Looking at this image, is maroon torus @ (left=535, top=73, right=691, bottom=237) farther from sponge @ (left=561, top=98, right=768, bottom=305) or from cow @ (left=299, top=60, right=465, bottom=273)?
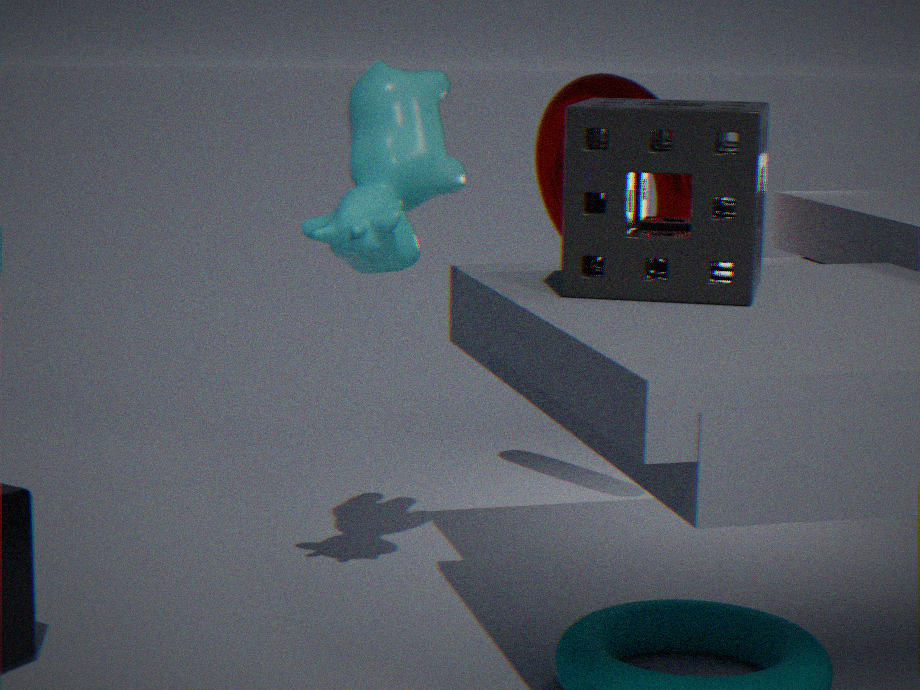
sponge @ (left=561, top=98, right=768, bottom=305)
